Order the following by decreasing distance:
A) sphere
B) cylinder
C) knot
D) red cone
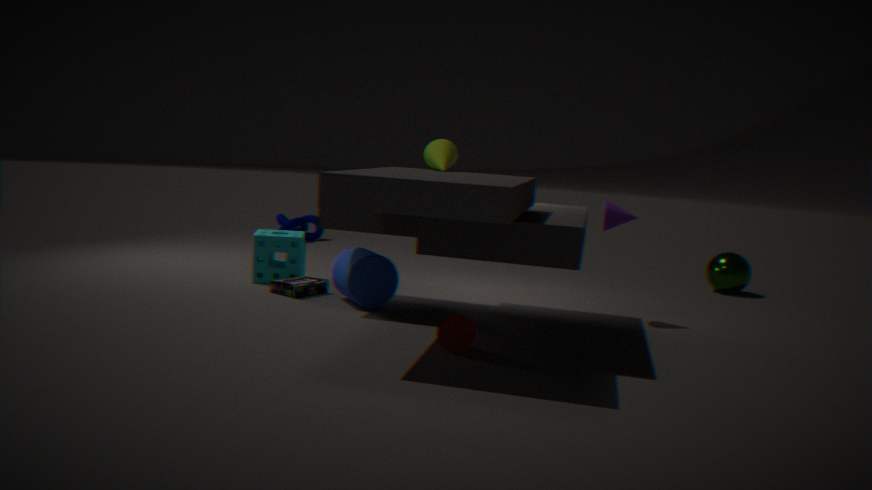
knot, sphere, cylinder, red cone
